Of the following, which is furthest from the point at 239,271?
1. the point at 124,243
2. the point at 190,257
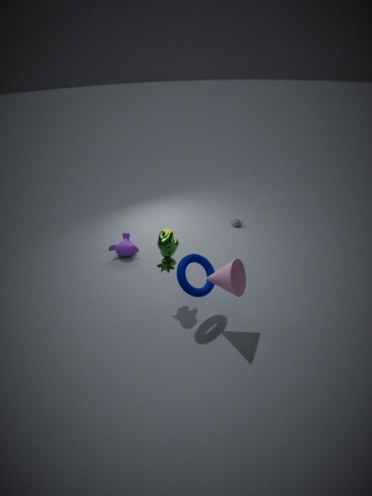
the point at 124,243
